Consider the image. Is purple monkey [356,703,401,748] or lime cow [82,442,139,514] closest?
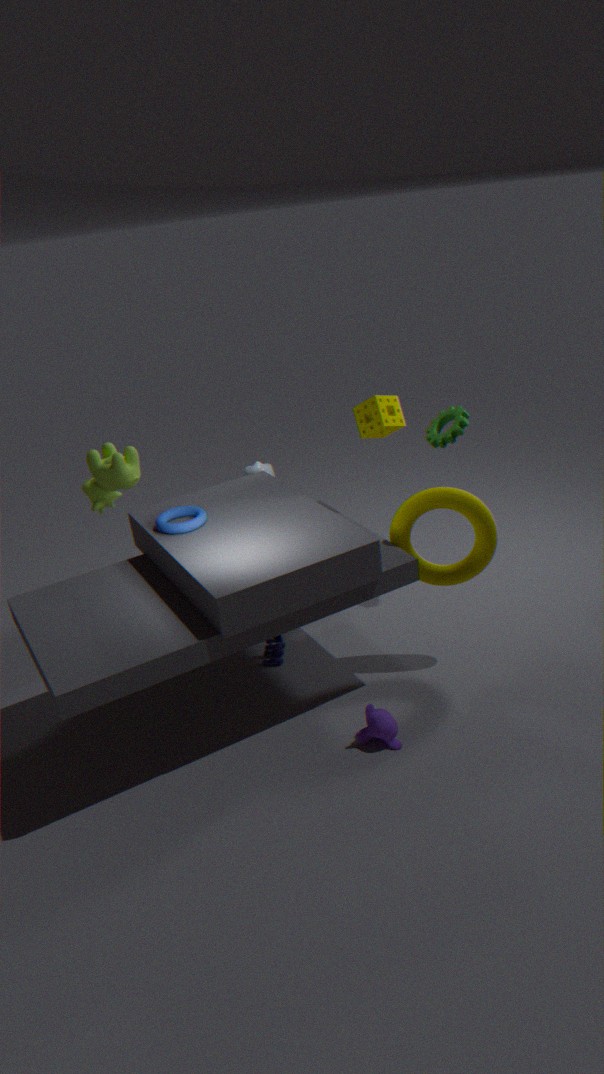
purple monkey [356,703,401,748]
